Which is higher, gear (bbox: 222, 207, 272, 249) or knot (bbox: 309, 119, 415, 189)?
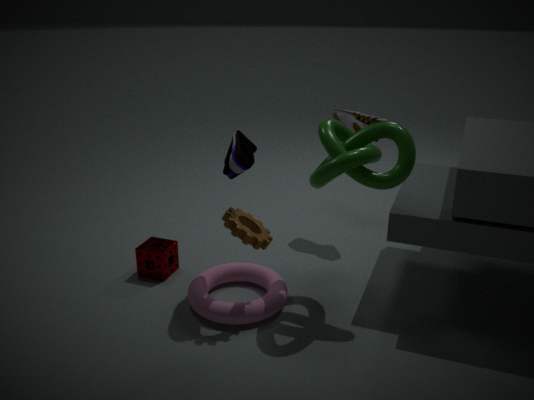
knot (bbox: 309, 119, 415, 189)
